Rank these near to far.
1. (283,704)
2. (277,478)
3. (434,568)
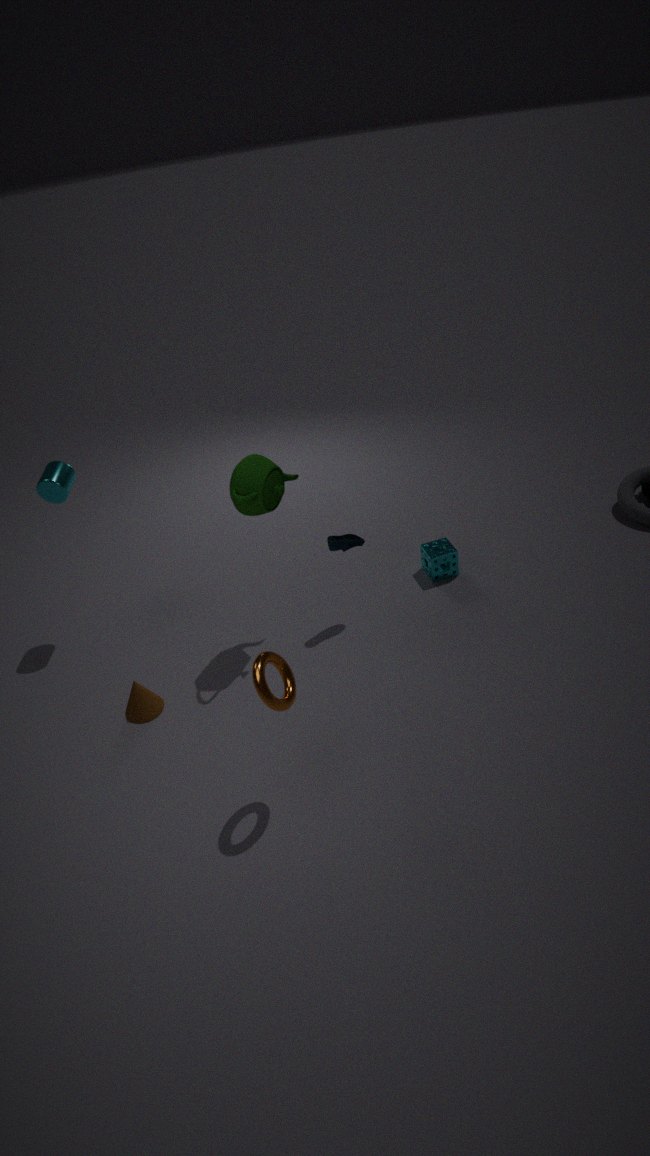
(283,704) < (277,478) < (434,568)
